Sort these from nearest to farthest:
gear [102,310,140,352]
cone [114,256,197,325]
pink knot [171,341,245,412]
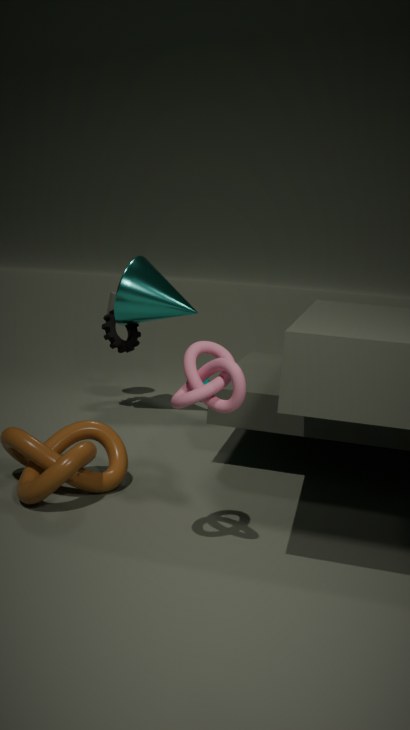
pink knot [171,341,245,412] → cone [114,256,197,325] → gear [102,310,140,352]
